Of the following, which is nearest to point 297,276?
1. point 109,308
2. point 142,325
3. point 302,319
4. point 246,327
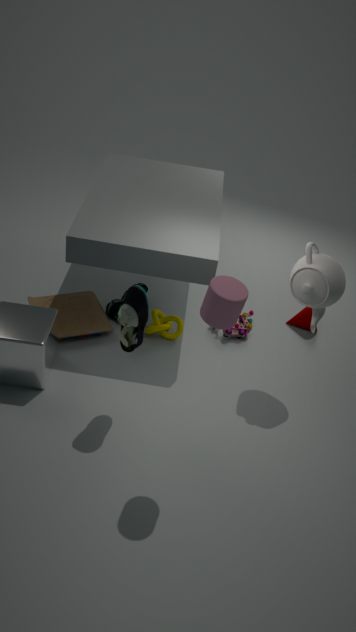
point 246,327
